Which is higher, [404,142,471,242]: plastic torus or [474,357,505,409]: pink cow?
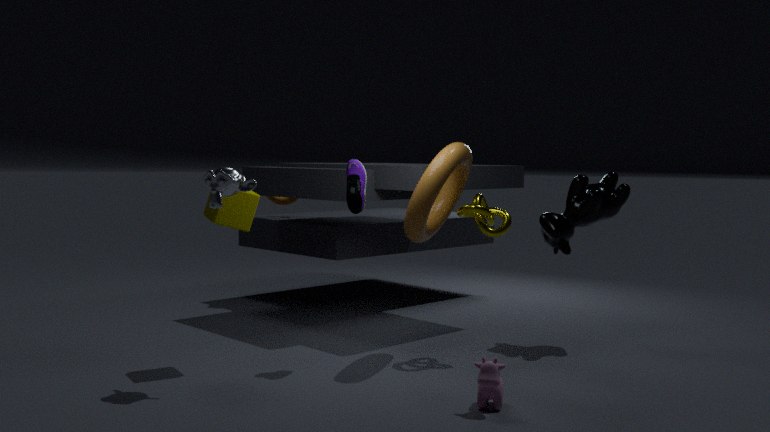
[404,142,471,242]: plastic torus
